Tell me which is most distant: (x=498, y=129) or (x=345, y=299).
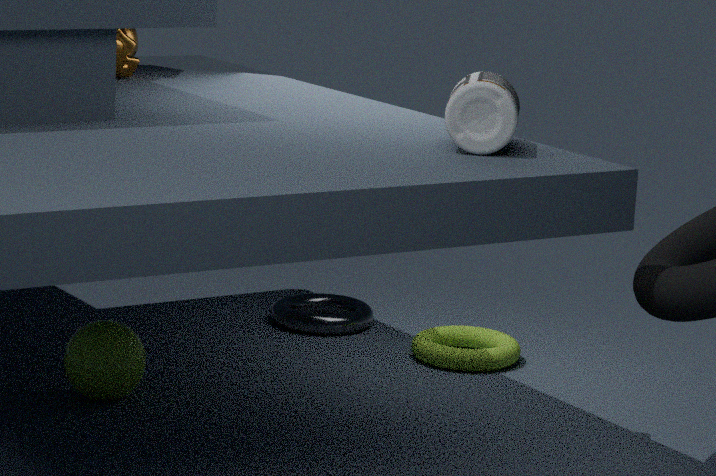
(x=345, y=299)
